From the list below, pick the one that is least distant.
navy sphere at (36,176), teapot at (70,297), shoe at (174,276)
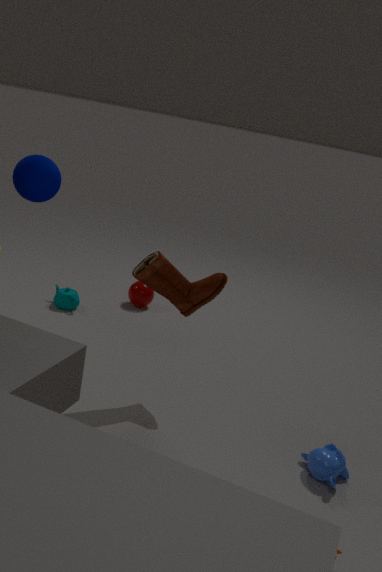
navy sphere at (36,176)
